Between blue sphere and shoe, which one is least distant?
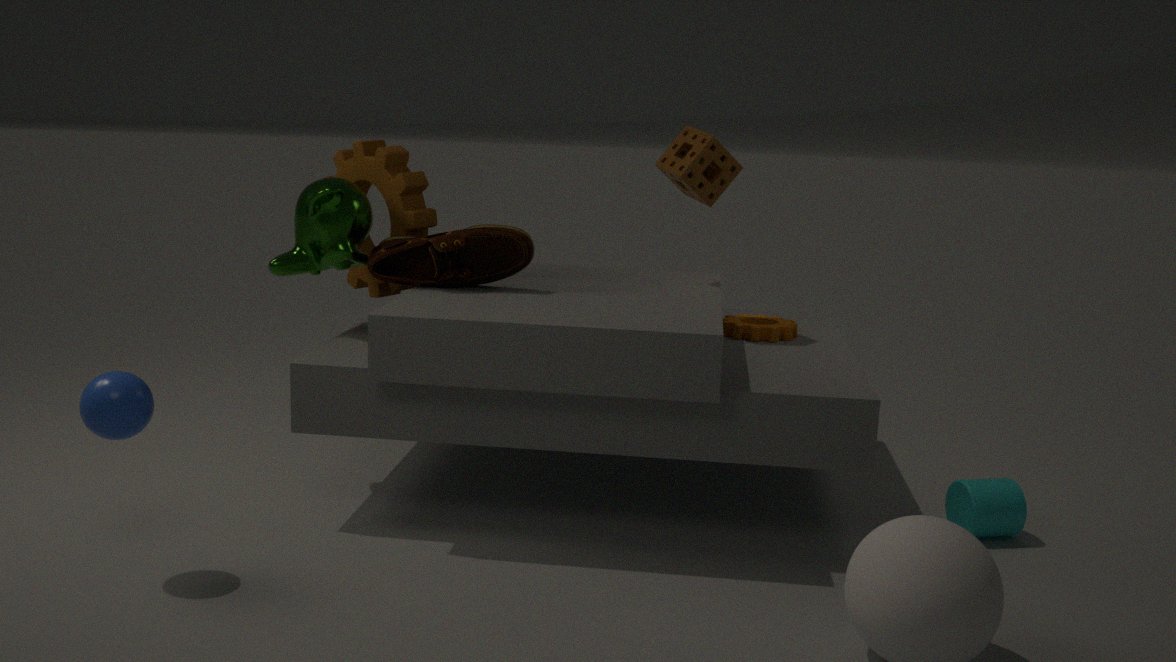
blue sphere
